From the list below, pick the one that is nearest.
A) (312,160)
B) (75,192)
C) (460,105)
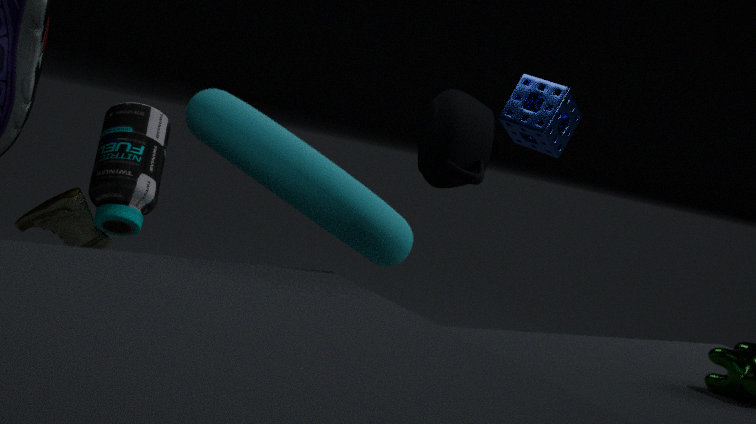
(312,160)
